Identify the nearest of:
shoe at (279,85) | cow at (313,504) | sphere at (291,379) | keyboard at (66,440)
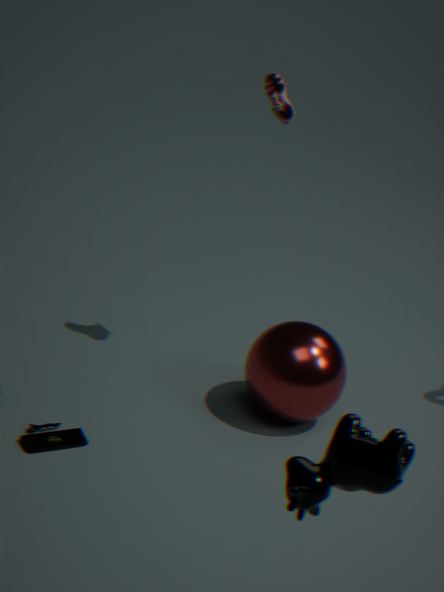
cow at (313,504)
